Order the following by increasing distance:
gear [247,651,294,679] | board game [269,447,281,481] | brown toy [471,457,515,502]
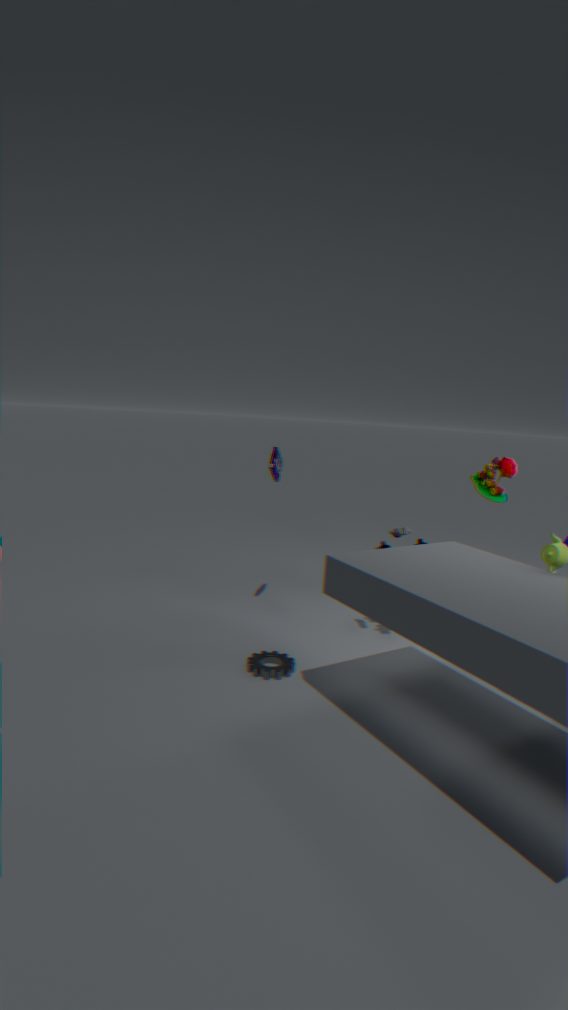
gear [247,651,294,679], board game [269,447,281,481], brown toy [471,457,515,502]
